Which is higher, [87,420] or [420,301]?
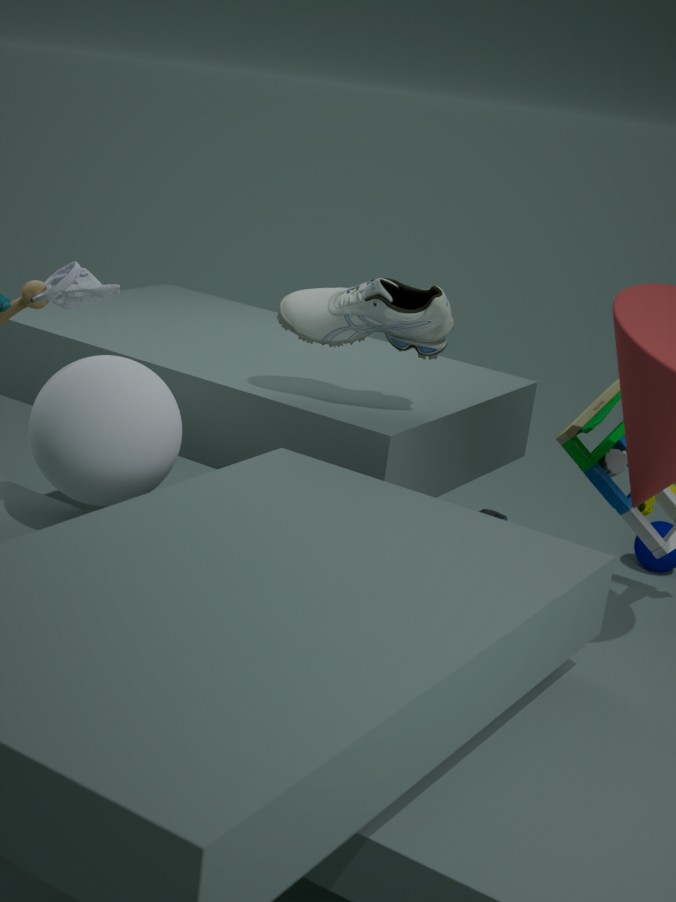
[420,301]
